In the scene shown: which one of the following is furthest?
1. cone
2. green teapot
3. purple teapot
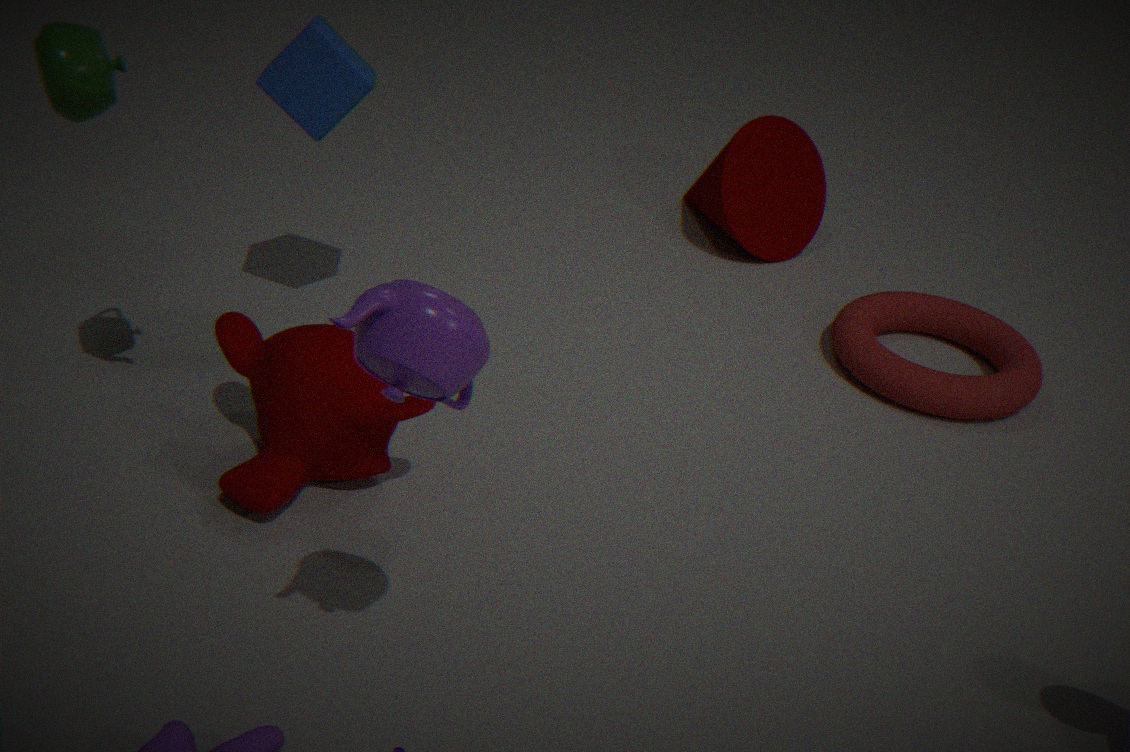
cone
